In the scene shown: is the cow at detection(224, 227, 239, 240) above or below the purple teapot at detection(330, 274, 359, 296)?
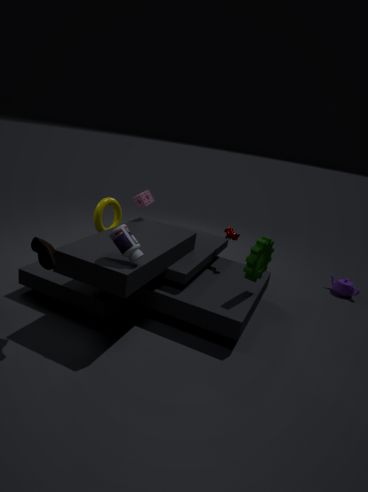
above
